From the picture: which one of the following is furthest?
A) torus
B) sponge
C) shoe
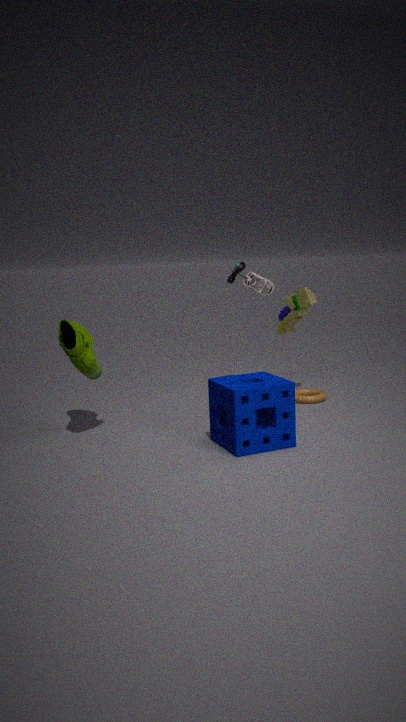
torus
